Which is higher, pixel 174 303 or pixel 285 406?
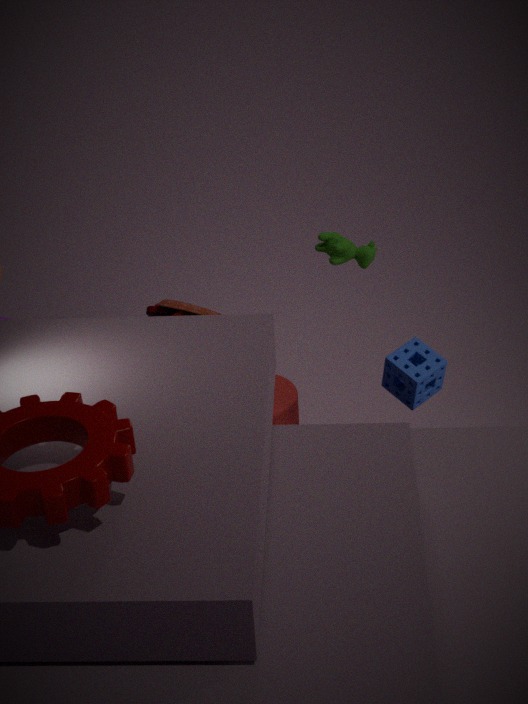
pixel 174 303
